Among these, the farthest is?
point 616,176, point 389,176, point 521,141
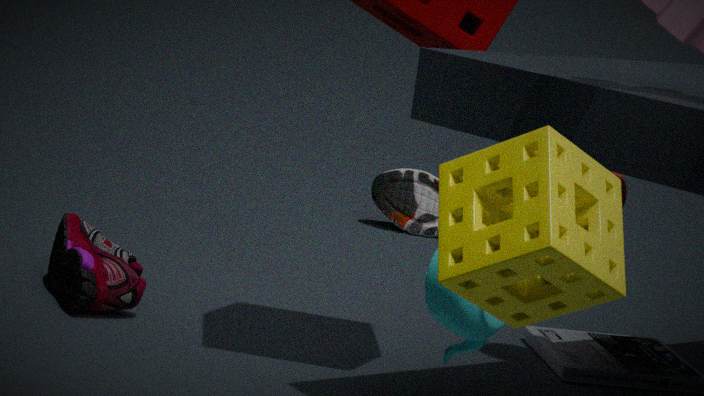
point 389,176
